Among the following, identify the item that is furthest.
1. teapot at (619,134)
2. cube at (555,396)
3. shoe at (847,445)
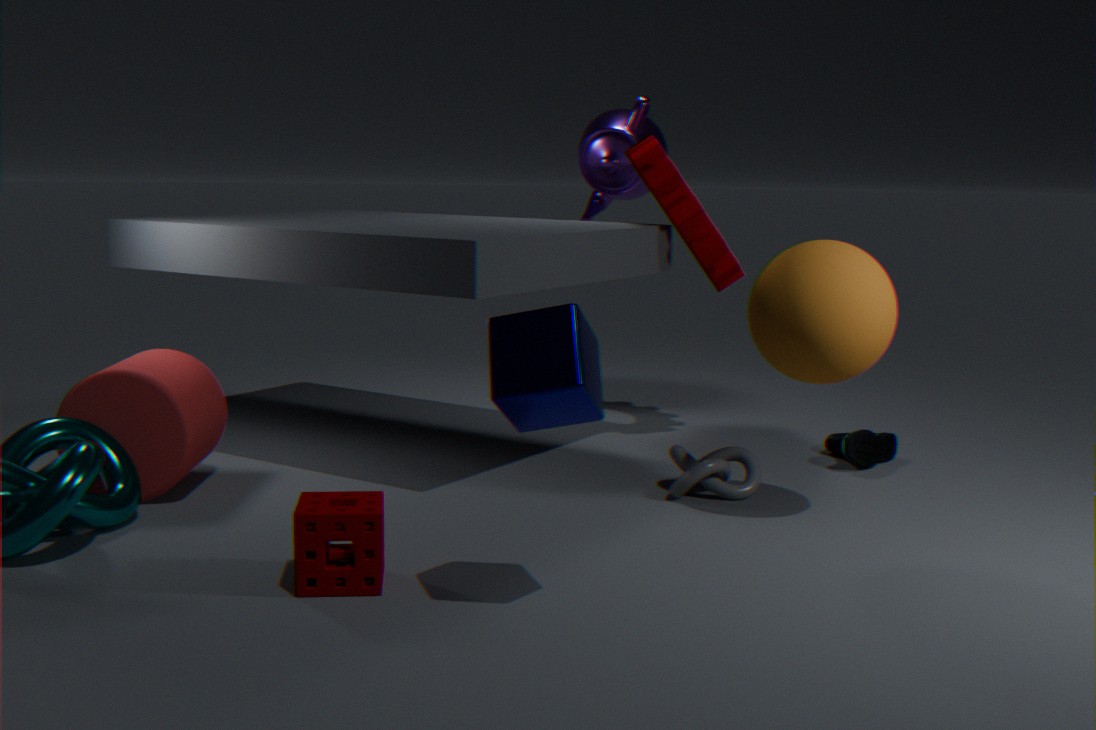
teapot at (619,134)
